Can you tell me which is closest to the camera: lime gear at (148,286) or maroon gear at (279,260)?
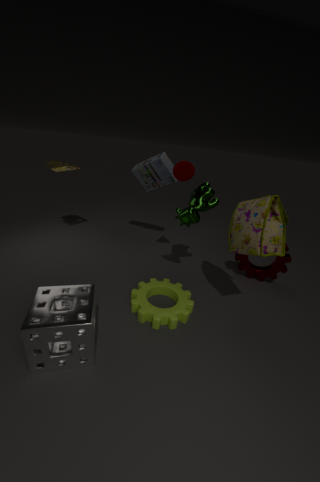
lime gear at (148,286)
